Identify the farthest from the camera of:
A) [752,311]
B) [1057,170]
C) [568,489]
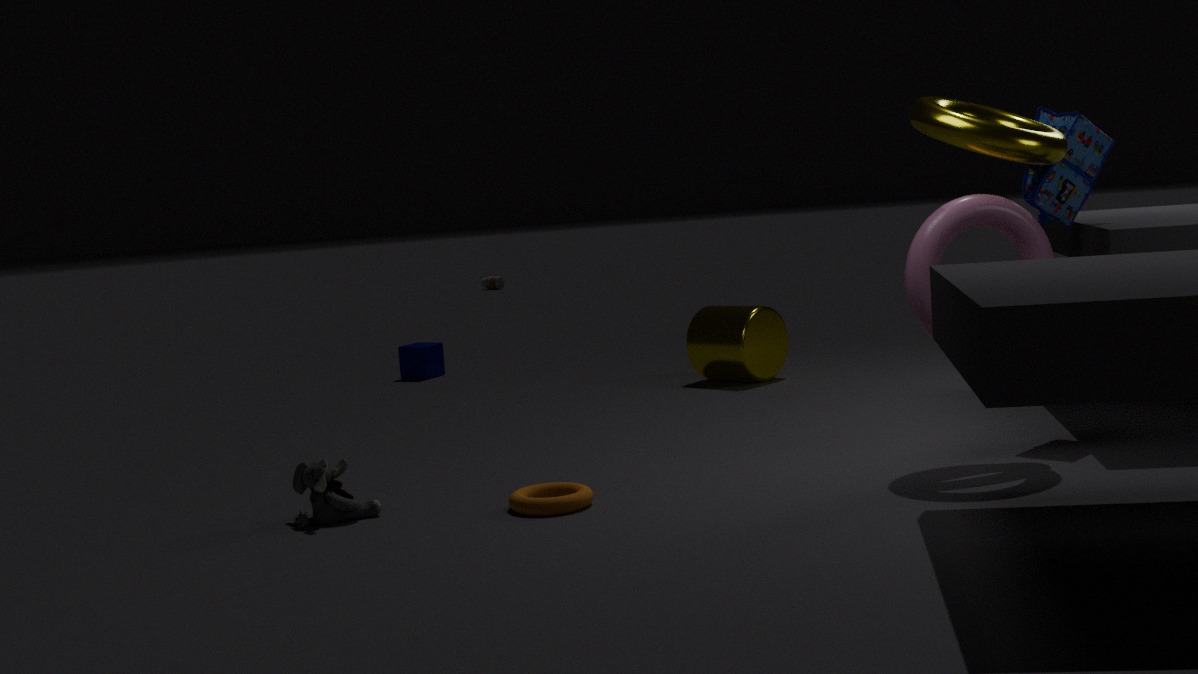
[752,311]
